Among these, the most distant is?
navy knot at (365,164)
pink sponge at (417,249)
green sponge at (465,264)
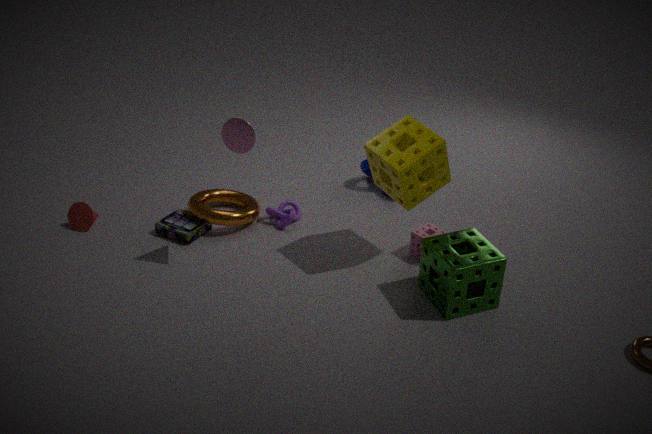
navy knot at (365,164)
